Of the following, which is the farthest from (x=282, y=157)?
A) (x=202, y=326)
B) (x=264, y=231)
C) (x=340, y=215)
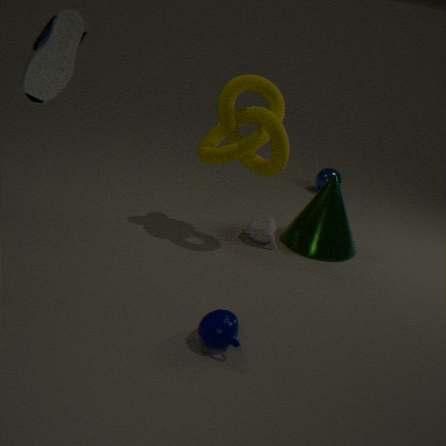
(x=202, y=326)
